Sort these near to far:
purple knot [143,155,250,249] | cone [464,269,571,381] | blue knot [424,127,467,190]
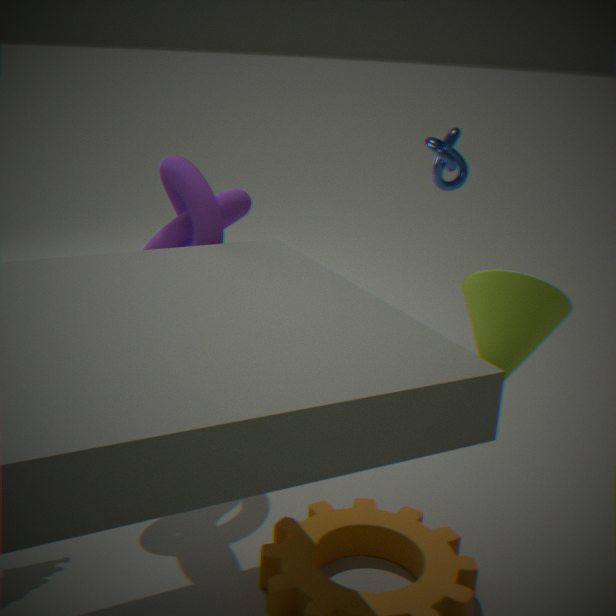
1. cone [464,269,571,381]
2. purple knot [143,155,250,249]
3. blue knot [424,127,467,190]
